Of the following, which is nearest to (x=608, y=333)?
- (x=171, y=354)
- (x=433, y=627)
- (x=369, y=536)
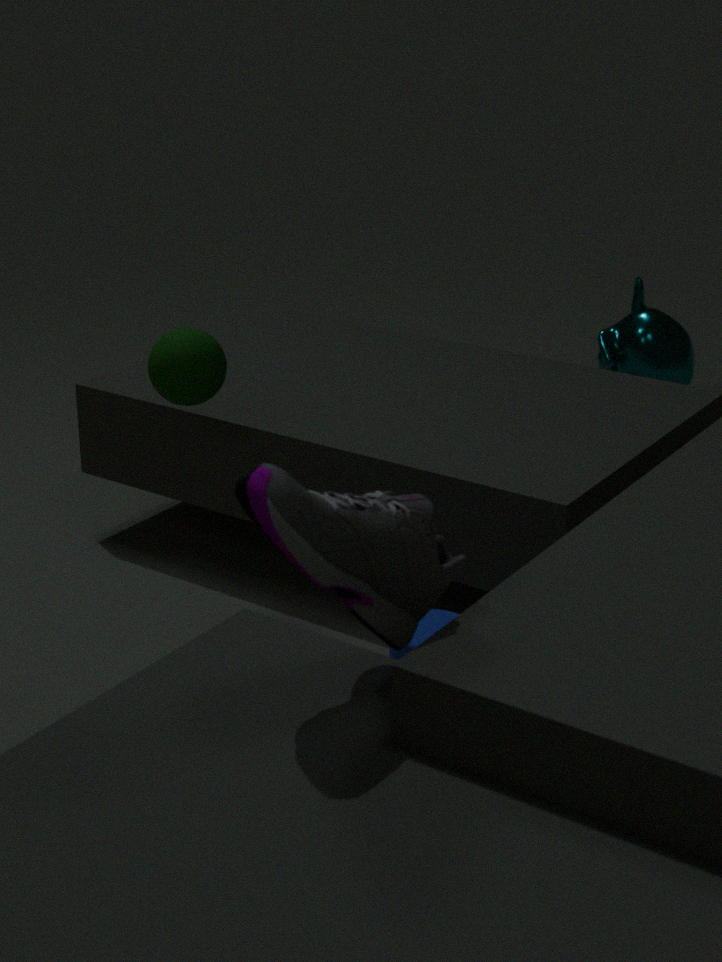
(x=171, y=354)
